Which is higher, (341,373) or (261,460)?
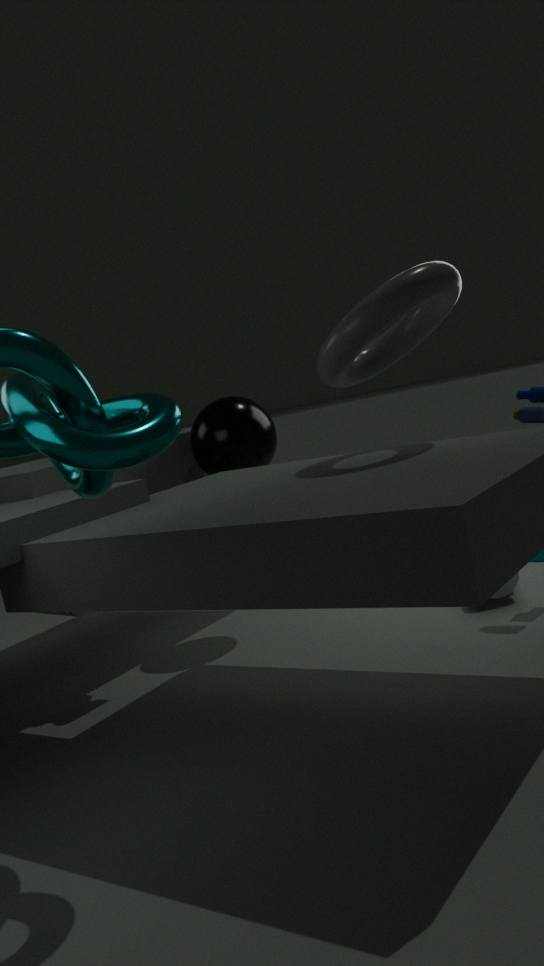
(341,373)
